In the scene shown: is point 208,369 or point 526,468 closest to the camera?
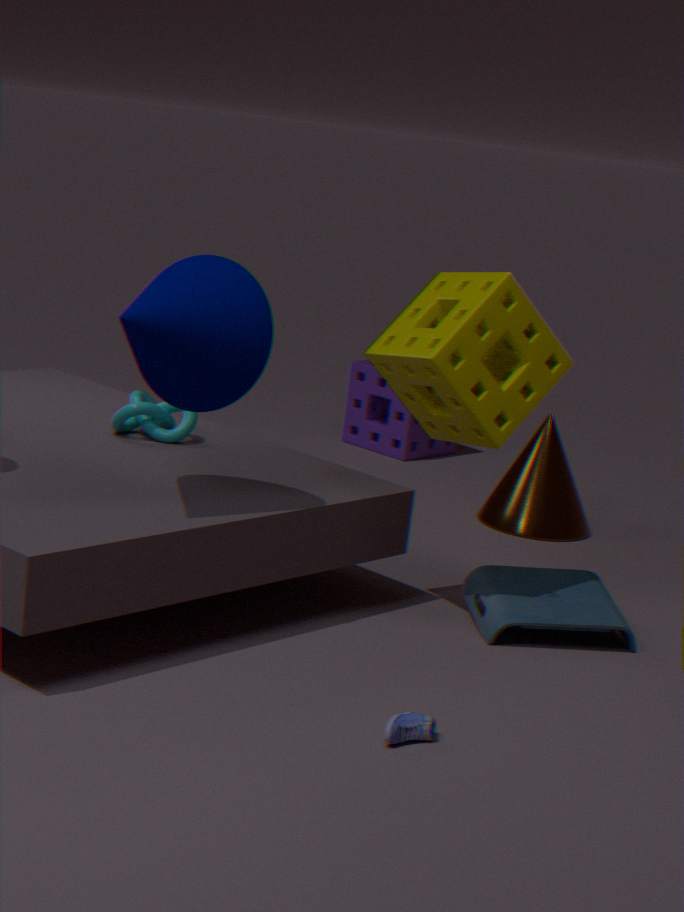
point 208,369
